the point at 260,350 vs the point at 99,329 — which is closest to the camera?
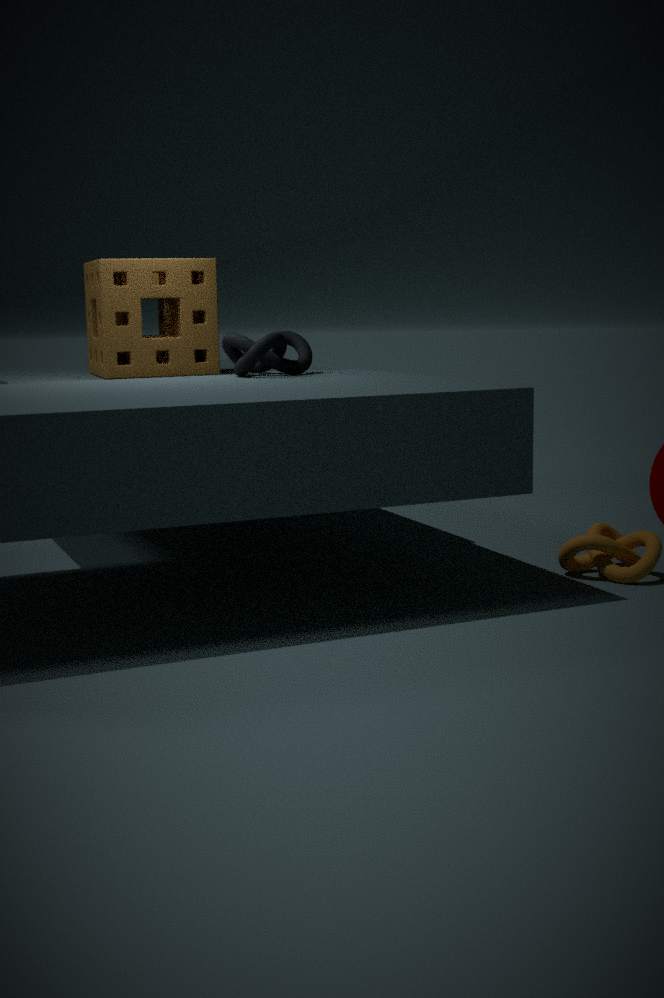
the point at 260,350
